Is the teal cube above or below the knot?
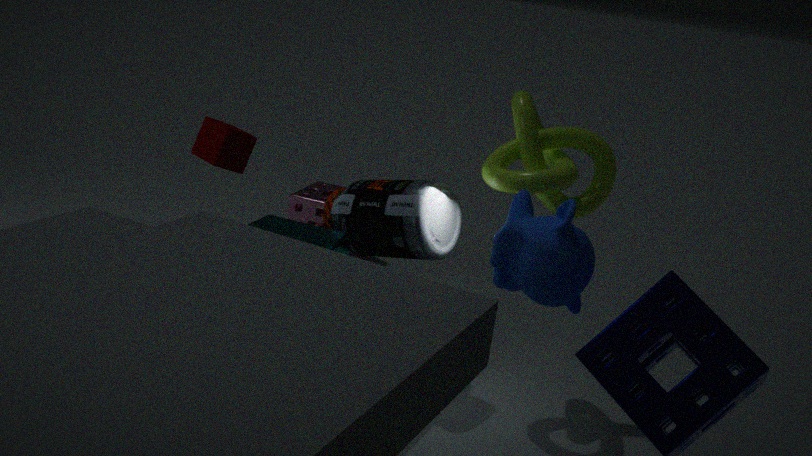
below
